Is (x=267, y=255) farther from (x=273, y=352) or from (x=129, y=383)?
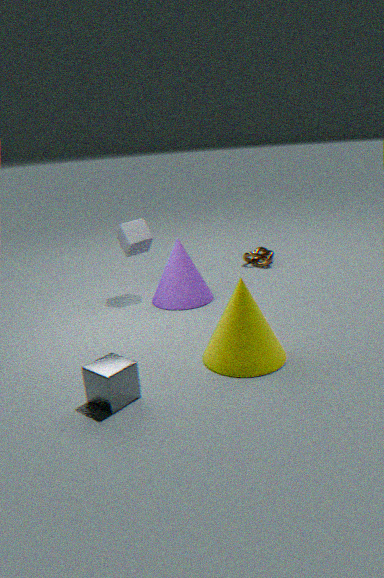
(x=129, y=383)
